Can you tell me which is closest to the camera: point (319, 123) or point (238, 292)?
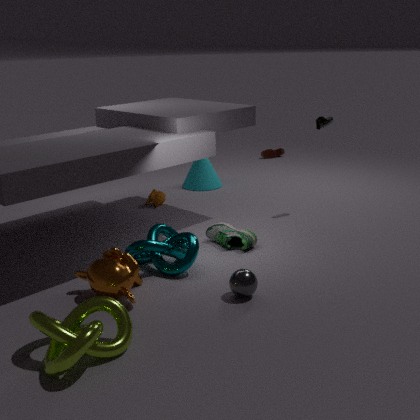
point (238, 292)
